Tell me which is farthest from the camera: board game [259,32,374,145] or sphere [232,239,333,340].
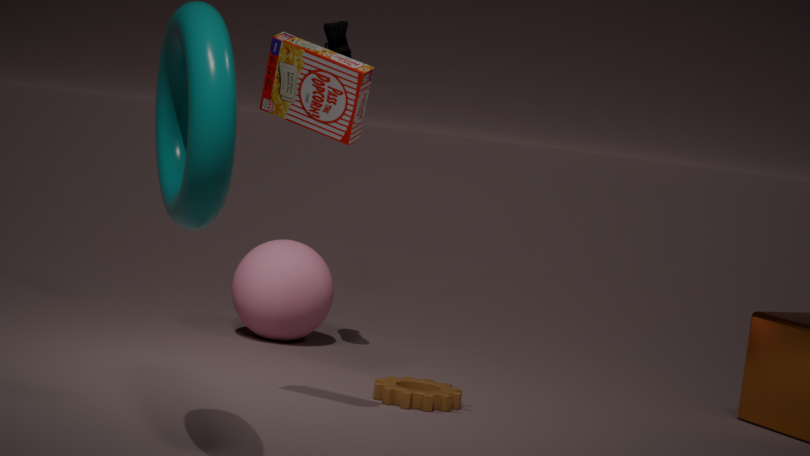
sphere [232,239,333,340]
